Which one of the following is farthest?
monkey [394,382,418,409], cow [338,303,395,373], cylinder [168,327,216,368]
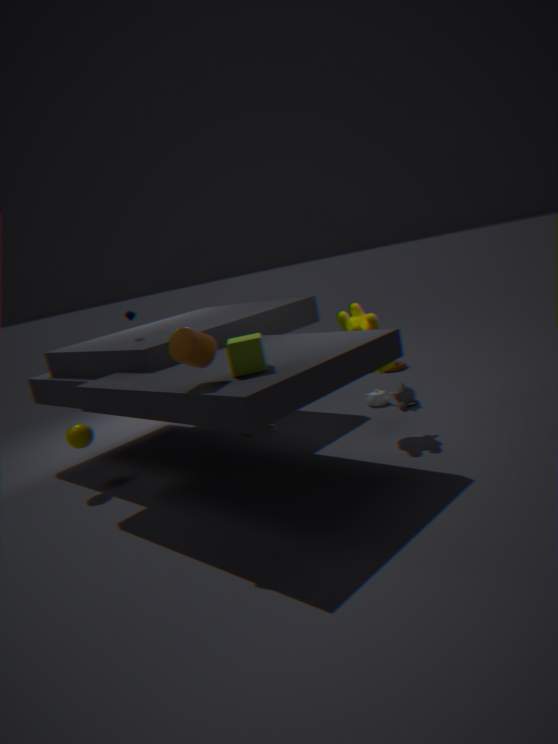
monkey [394,382,418,409]
